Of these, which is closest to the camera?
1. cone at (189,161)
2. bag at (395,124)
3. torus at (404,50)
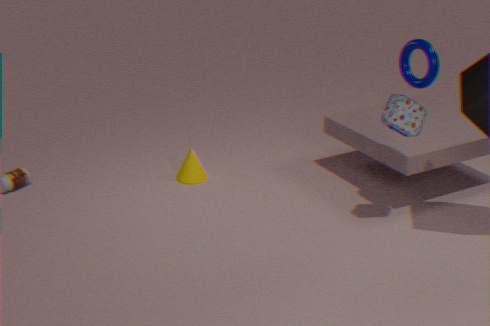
torus at (404,50)
